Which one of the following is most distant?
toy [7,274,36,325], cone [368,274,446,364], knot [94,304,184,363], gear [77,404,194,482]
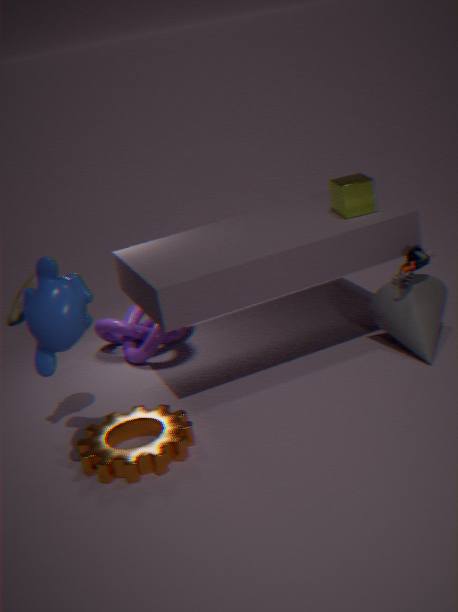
knot [94,304,184,363]
